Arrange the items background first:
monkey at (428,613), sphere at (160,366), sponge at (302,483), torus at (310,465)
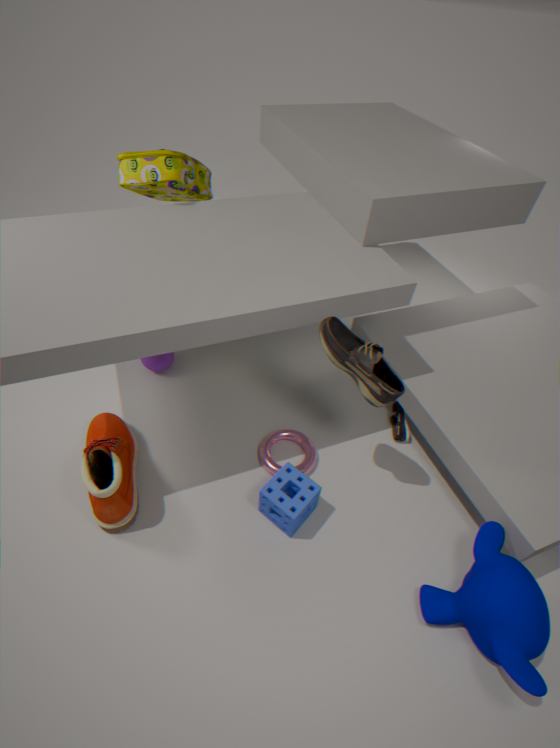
sphere at (160,366) < torus at (310,465) < sponge at (302,483) < monkey at (428,613)
